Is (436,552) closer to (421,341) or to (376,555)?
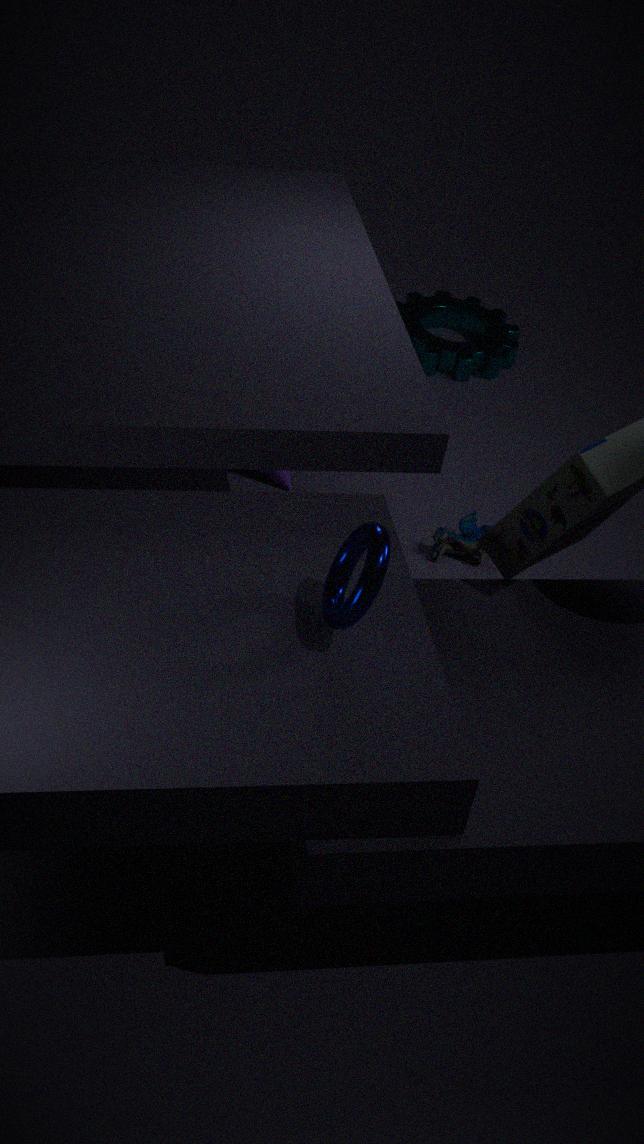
(421,341)
